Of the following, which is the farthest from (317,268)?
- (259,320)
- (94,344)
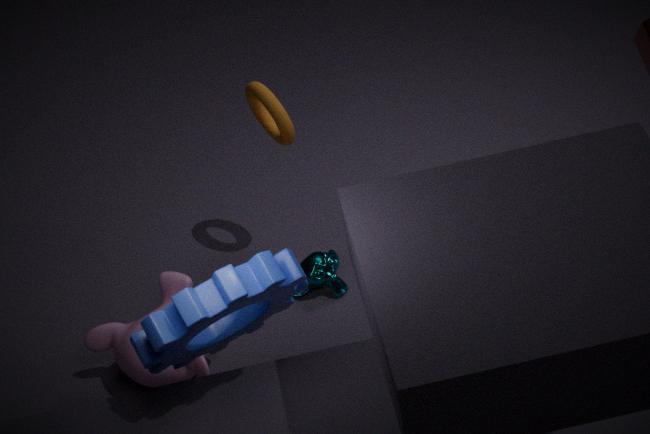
(259,320)
